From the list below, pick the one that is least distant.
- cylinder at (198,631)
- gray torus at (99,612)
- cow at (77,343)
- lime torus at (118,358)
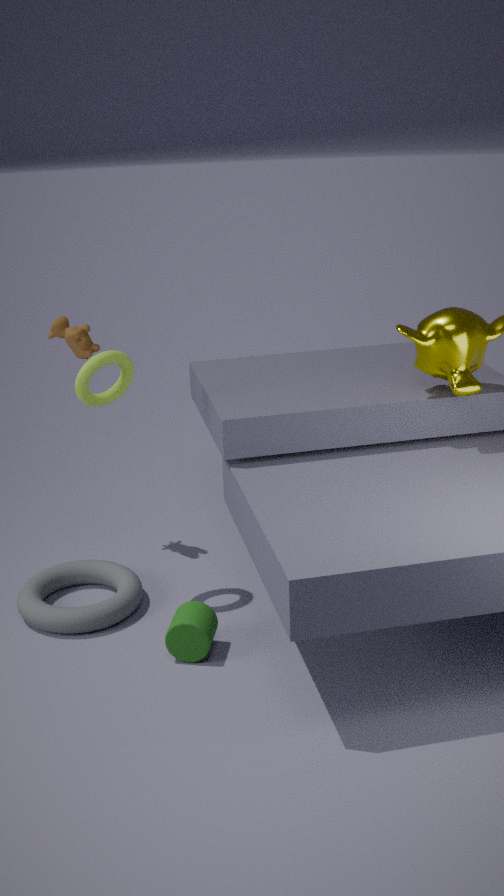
cylinder at (198,631)
